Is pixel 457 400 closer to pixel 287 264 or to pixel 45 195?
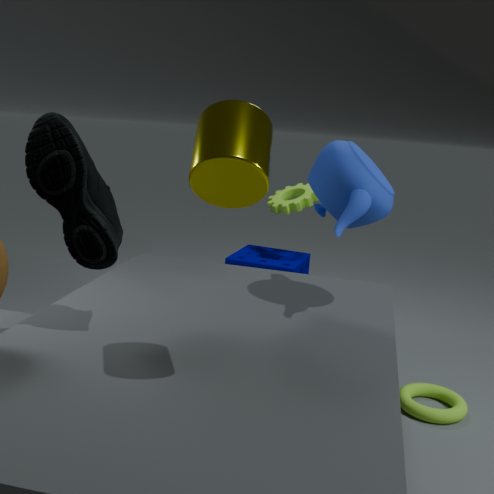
pixel 287 264
